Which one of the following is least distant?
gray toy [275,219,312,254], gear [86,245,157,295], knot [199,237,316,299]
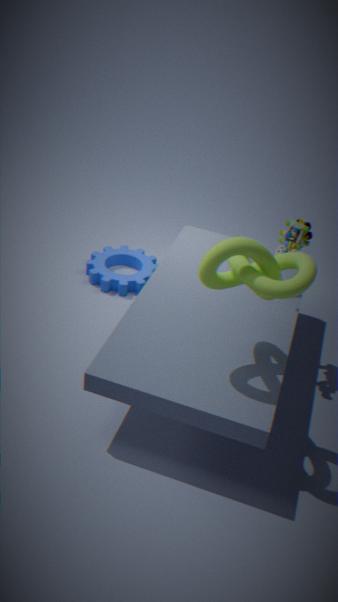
knot [199,237,316,299]
